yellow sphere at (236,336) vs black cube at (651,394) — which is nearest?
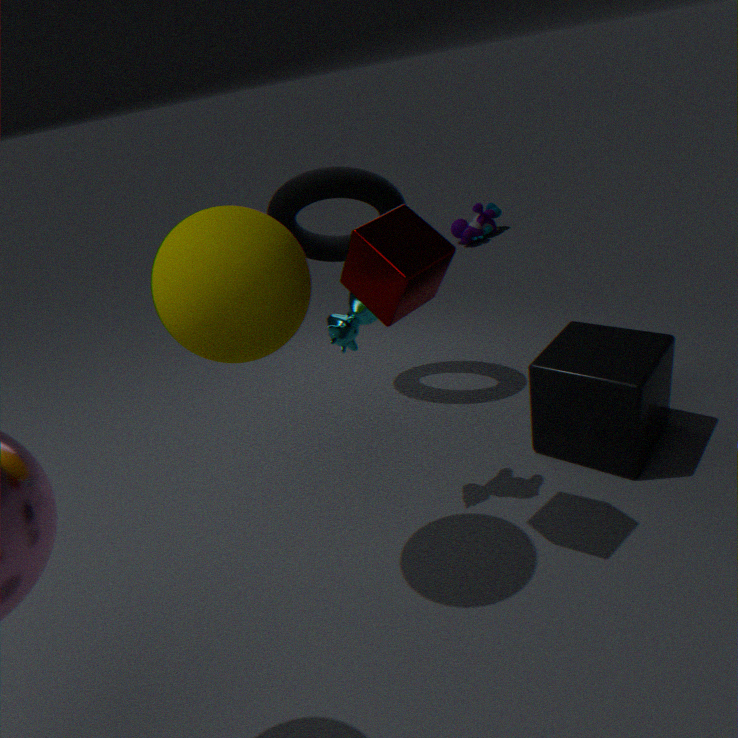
yellow sphere at (236,336)
